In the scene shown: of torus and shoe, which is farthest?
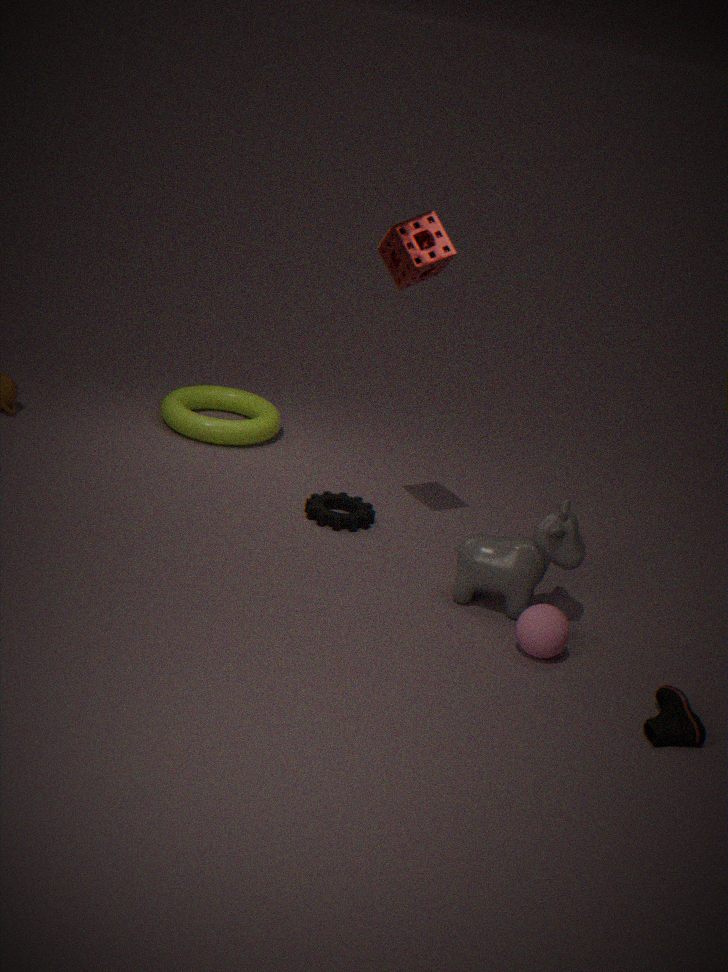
torus
